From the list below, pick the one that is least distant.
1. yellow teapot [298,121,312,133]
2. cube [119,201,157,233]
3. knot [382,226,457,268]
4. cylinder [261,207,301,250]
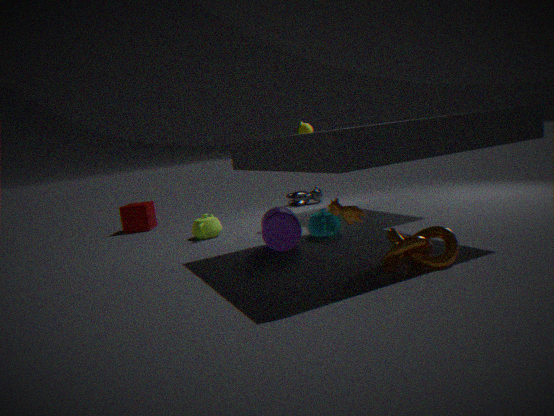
knot [382,226,457,268]
